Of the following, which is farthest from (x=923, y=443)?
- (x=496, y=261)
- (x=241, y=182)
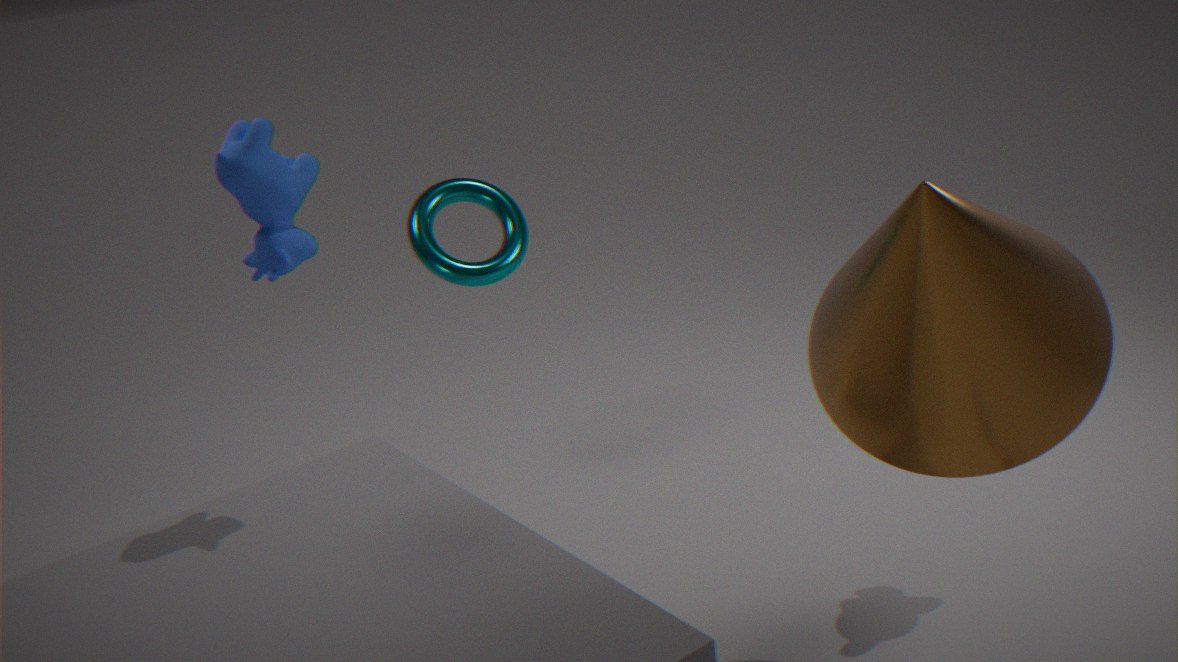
(x=496, y=261)
